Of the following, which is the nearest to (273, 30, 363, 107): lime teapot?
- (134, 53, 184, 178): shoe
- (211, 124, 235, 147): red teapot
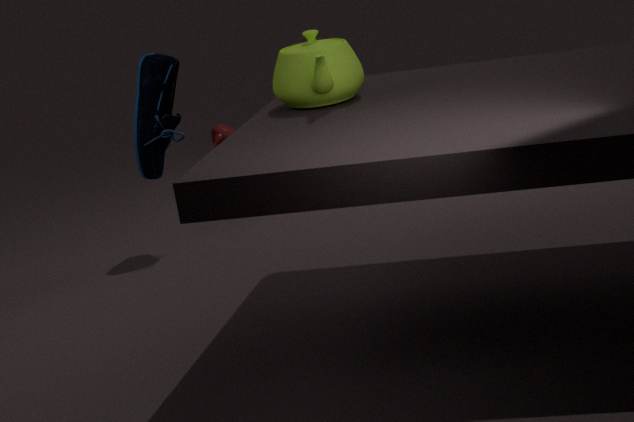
(134, 53, 184, 178): shoe
